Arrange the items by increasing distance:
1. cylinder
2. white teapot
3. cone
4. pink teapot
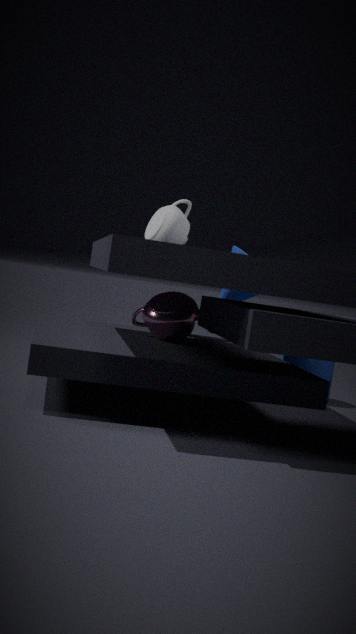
pink teapot, white teapot, cylinder, cone
